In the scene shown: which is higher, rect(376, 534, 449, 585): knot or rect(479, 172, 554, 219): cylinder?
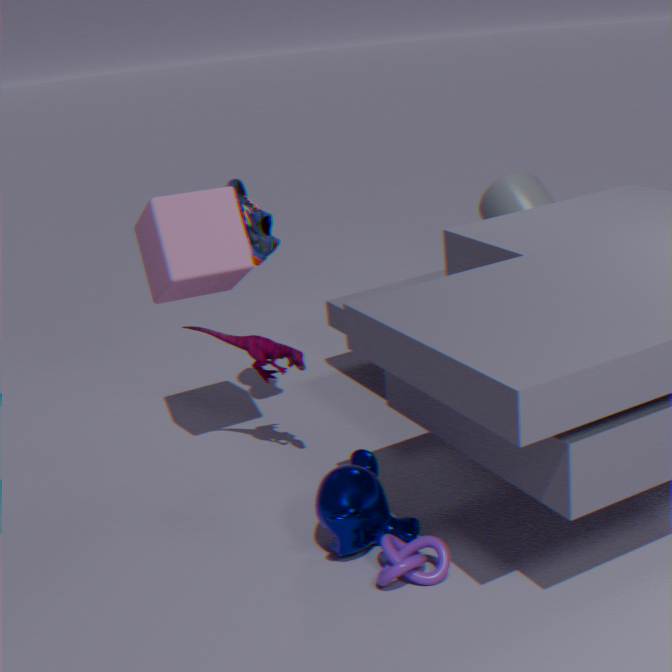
rect(479, 172, 554, 219): cylinder
